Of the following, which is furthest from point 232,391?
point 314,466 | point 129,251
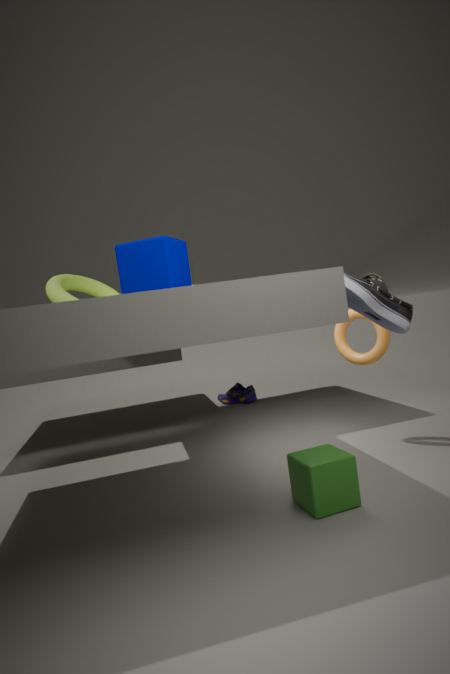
point 129,251
